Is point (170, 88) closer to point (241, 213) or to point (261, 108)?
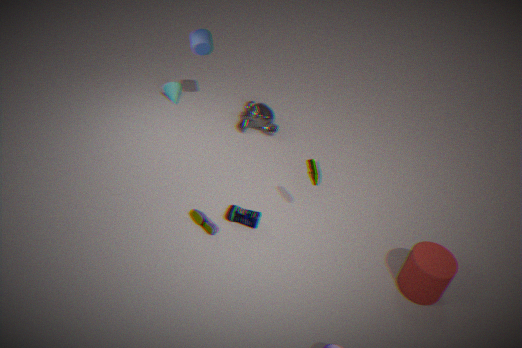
point (261, 108)
